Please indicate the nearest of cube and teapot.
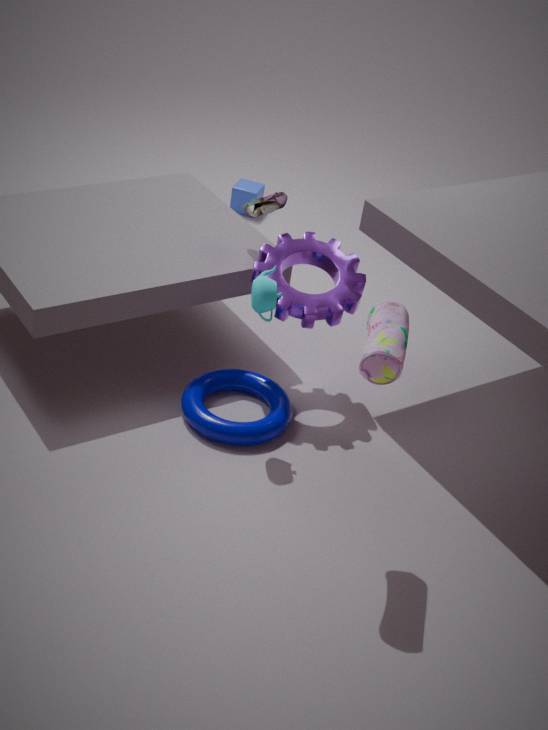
teapot
